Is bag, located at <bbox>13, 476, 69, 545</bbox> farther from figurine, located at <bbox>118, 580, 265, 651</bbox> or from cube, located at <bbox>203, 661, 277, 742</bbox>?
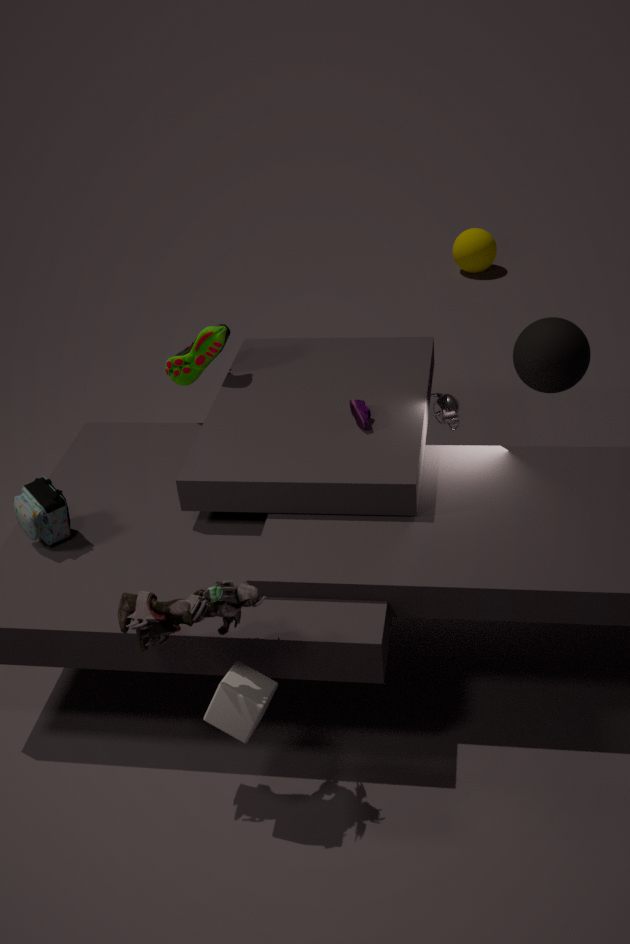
cube, located at <bbox>203, 661, 277, 742</bbox>
